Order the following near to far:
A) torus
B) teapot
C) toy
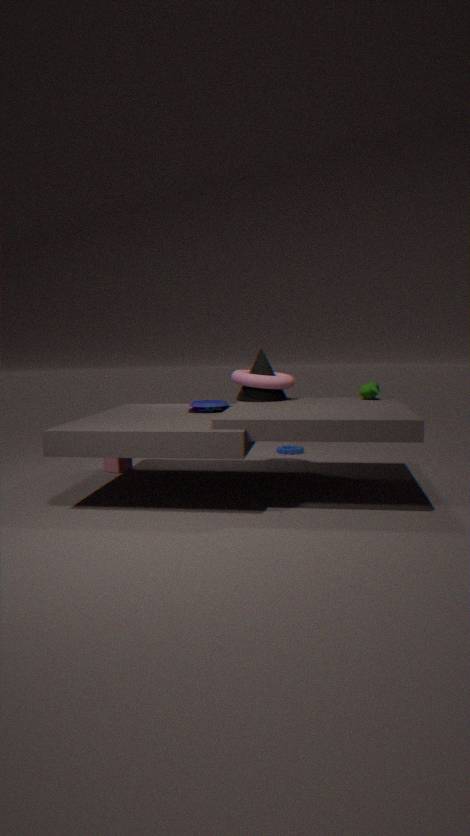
toy → torus → teapot
